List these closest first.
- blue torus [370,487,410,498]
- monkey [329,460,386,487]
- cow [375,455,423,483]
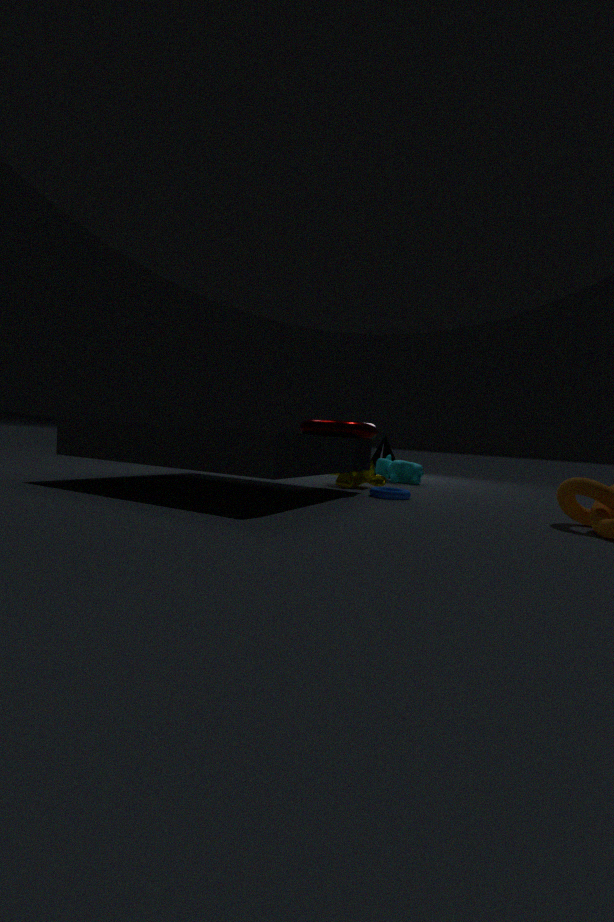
blue torus [370,487,410,498], monkey [329,460,386,487], cow [375,455,423,483]
